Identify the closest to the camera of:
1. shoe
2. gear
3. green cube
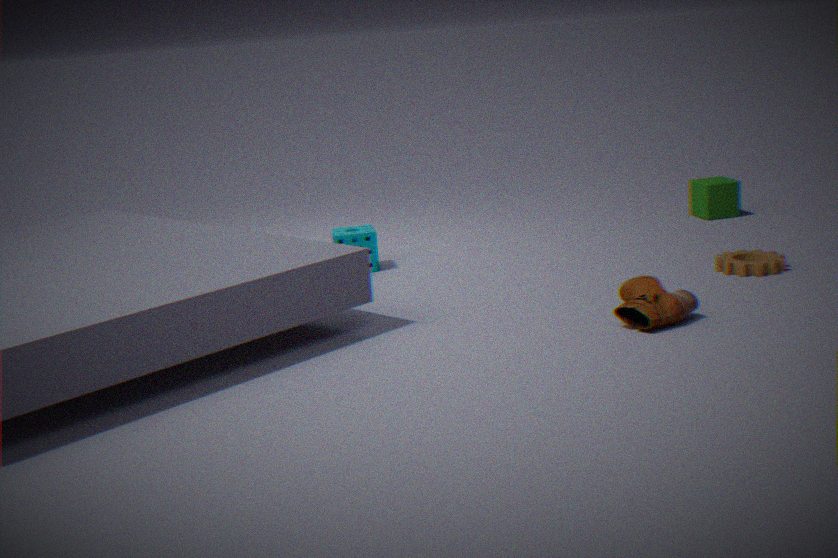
shoe
